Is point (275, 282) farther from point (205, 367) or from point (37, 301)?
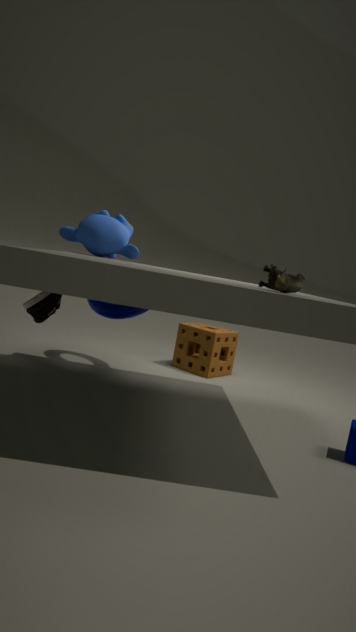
point (205, 367)
